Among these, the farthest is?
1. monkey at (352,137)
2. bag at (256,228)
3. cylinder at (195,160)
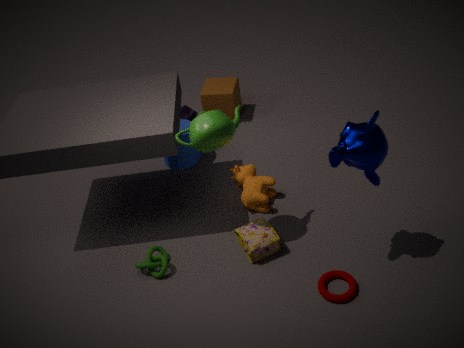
cylinder at (195,160)
